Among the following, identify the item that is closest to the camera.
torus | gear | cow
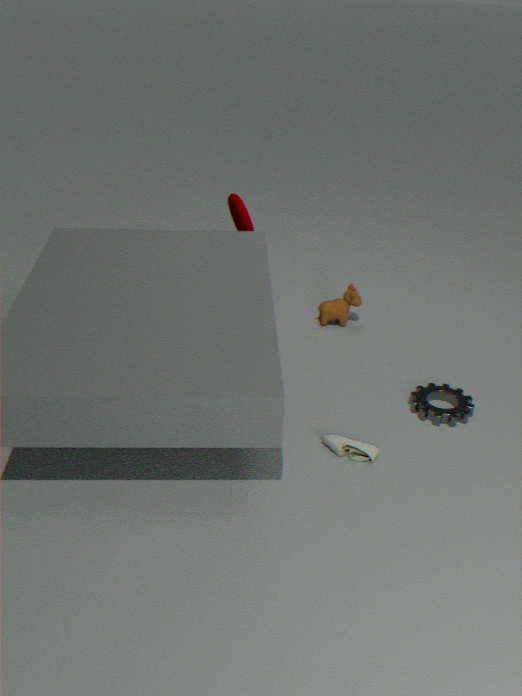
gear
